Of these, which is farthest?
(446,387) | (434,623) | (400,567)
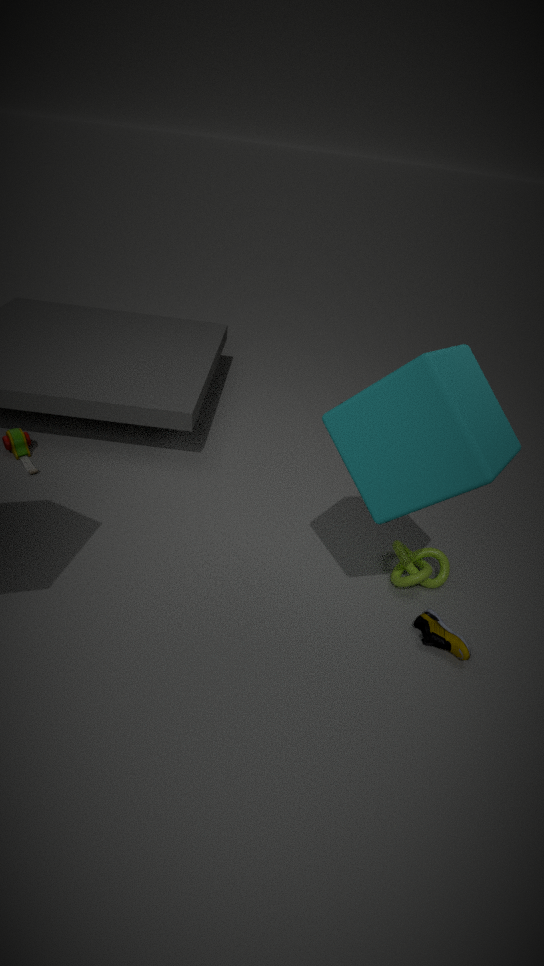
(400,567)
